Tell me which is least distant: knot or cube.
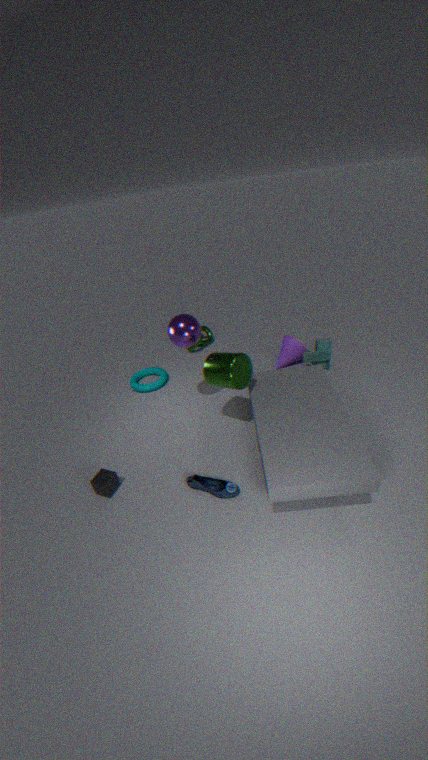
cube
